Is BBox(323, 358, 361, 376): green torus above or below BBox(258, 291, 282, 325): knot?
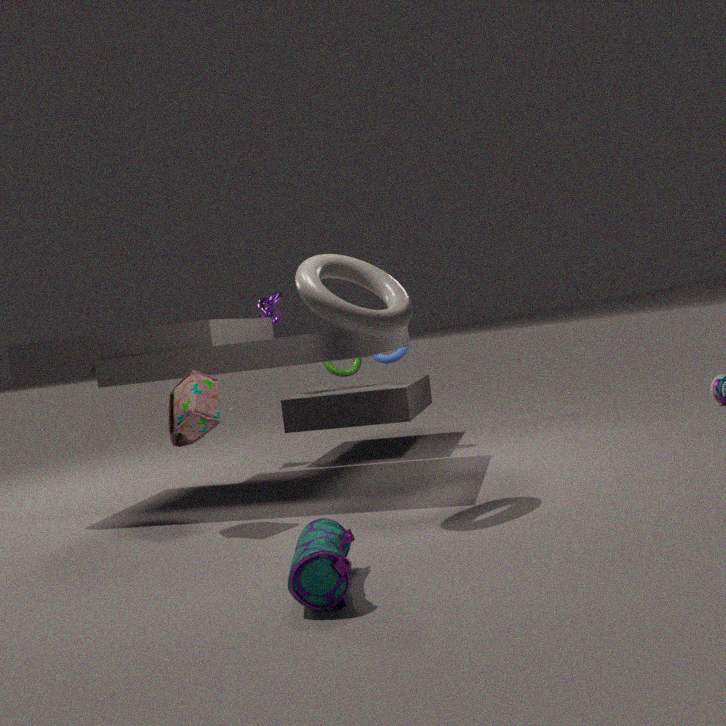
below
